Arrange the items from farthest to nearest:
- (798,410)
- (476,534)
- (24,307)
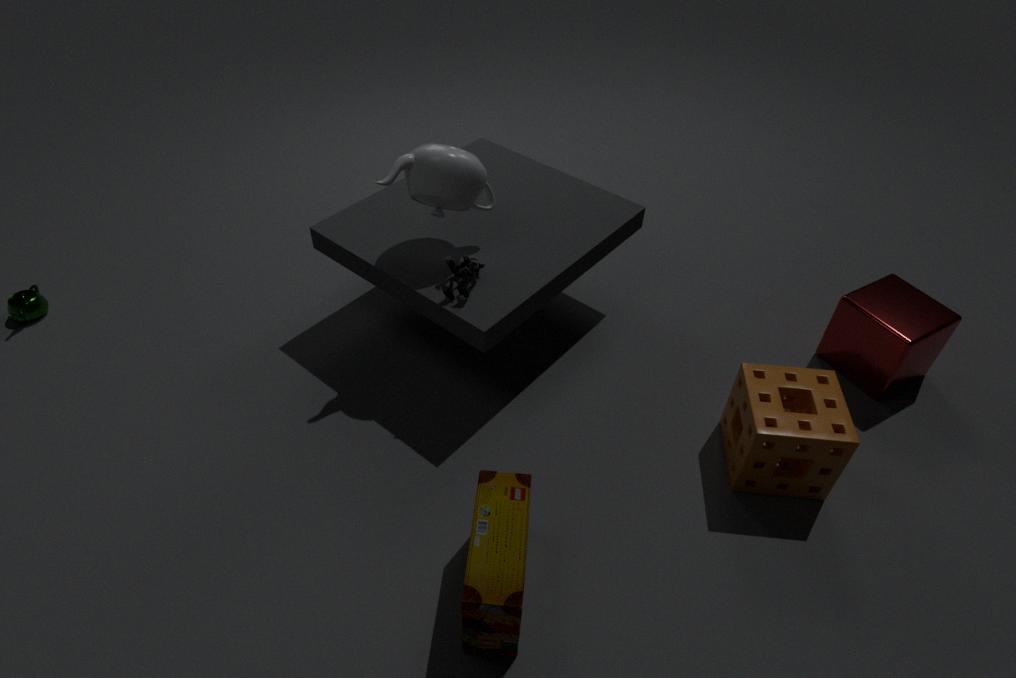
(24,307) → (798,410) → (476,534)
